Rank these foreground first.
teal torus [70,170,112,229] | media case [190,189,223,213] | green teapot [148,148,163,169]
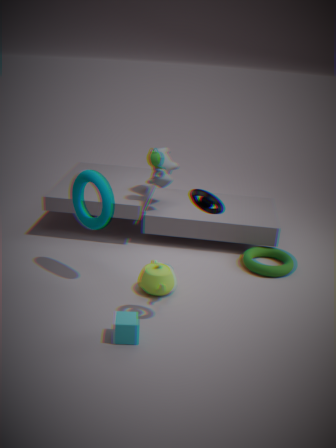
media case [190,189,223,213] → teal torus [70,170,112,229] → green teapot [148,148,163,169]
